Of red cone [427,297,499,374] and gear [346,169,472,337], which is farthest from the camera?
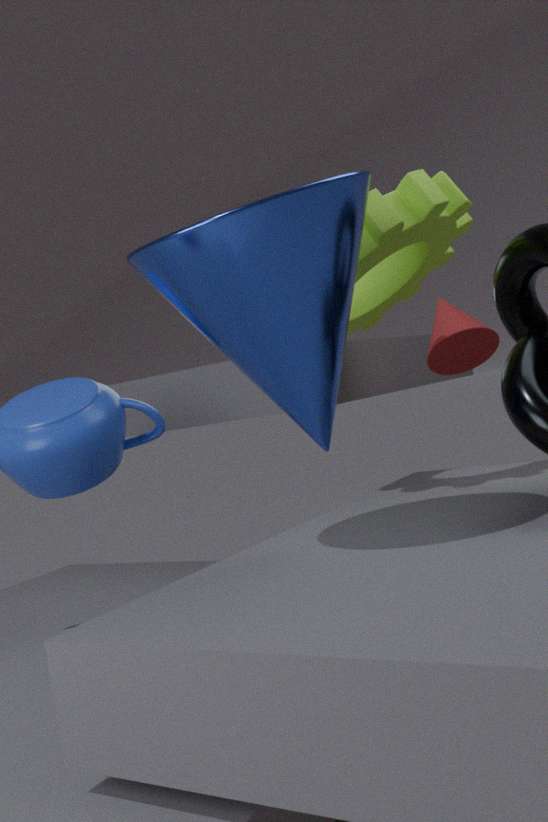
red cone [427,297,499,374]
